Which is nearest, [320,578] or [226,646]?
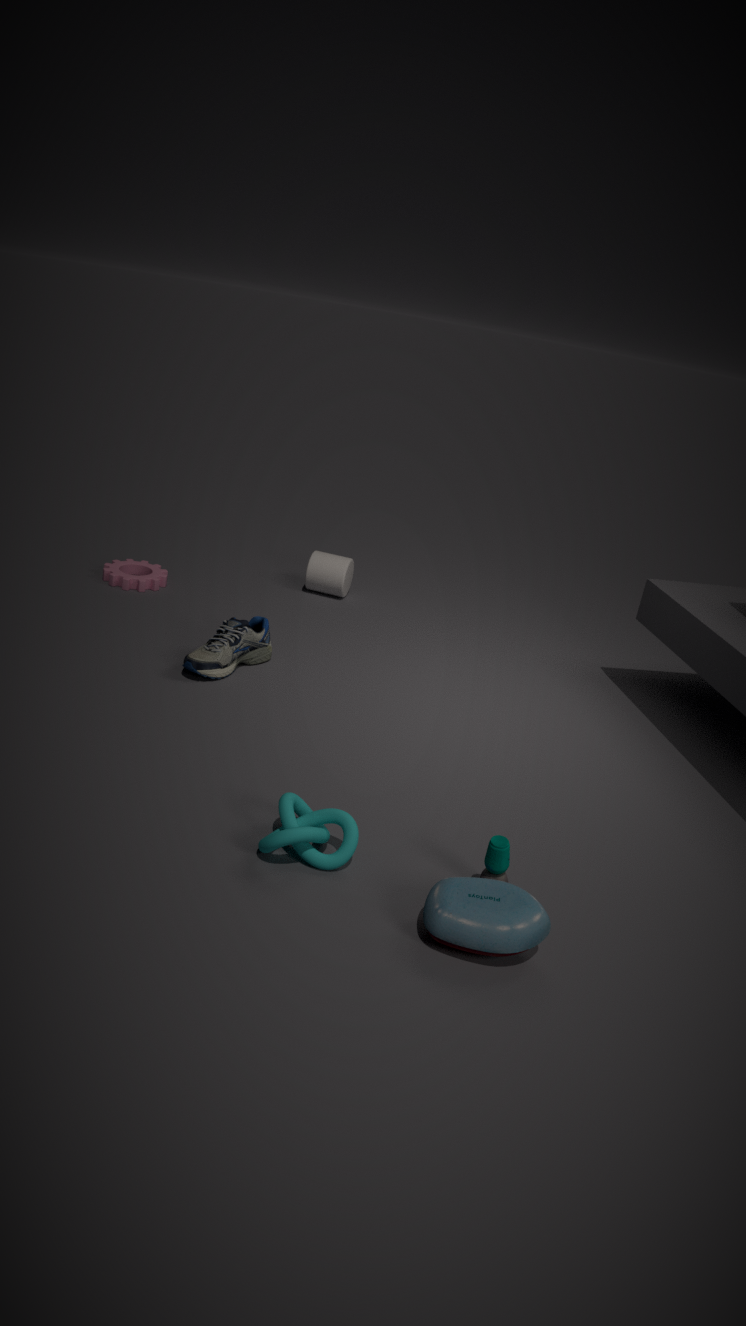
[226,646]
